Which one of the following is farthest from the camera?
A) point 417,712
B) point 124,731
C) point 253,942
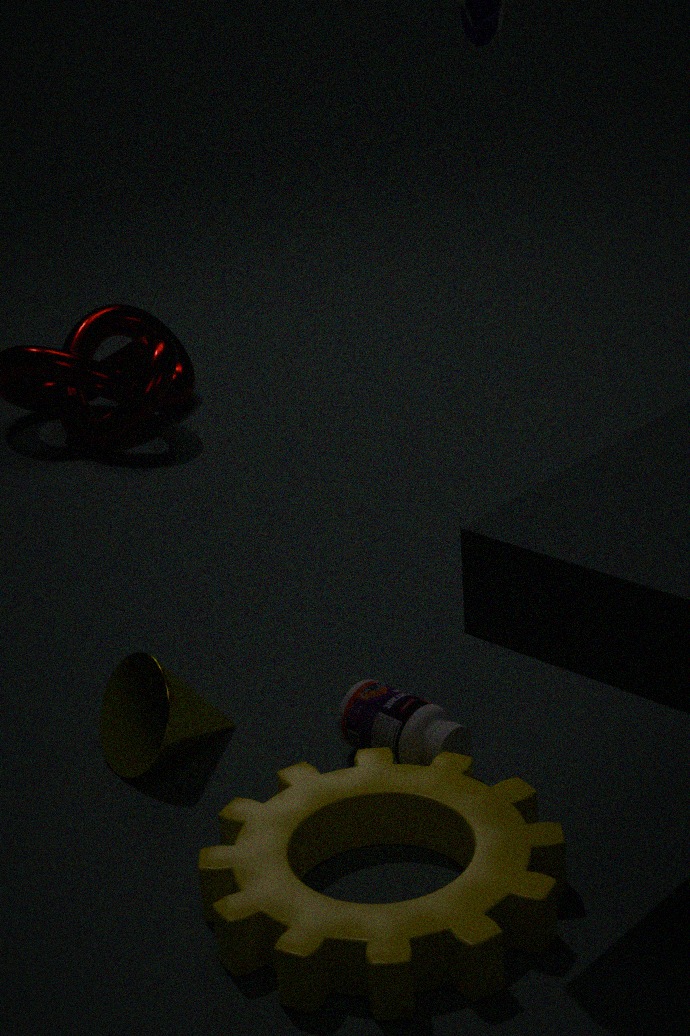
point 124,731
